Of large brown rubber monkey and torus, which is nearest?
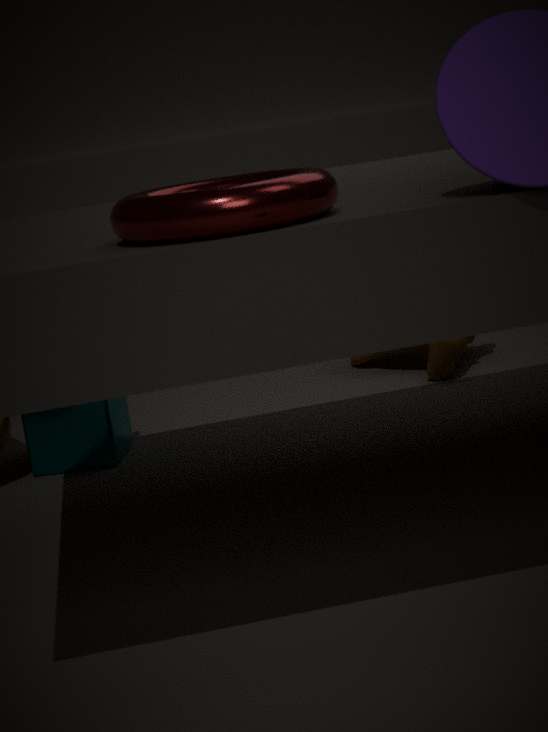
torus
